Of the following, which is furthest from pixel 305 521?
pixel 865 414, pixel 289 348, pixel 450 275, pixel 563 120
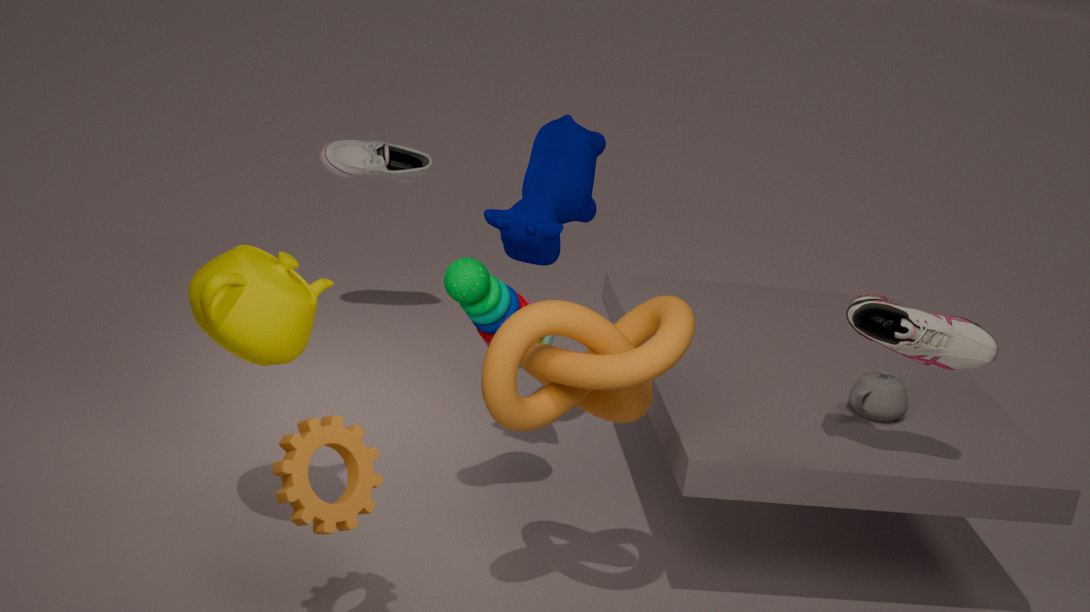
pixel 865 414
